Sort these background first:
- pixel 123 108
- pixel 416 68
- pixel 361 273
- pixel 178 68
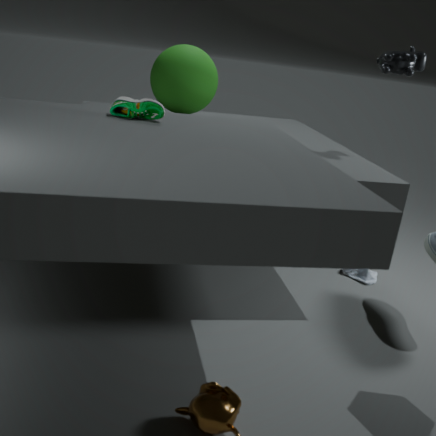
pixel 361 273 < pixel 178 68 < pixel 416 68 < pixel 123 108
